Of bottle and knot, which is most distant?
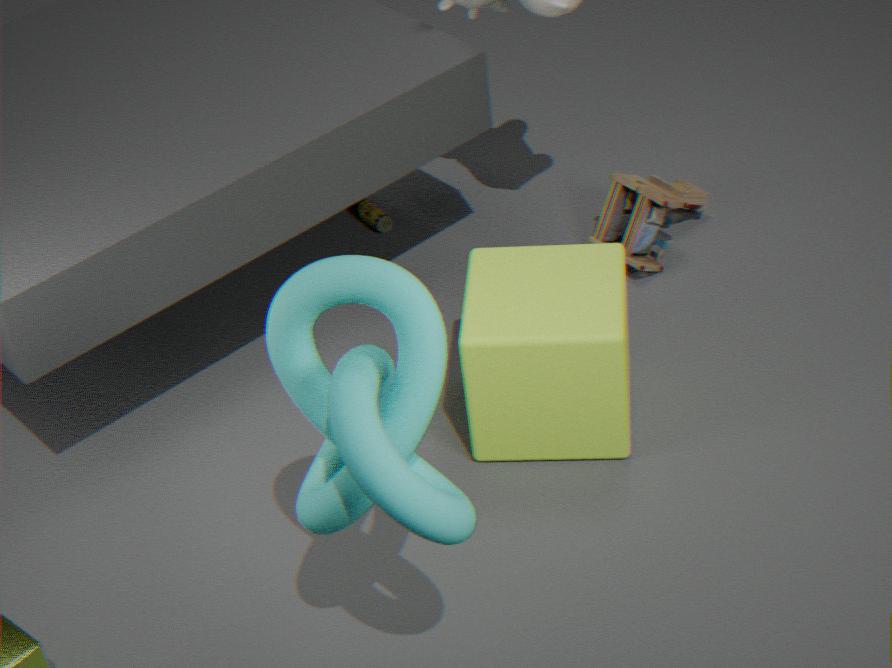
bottle
